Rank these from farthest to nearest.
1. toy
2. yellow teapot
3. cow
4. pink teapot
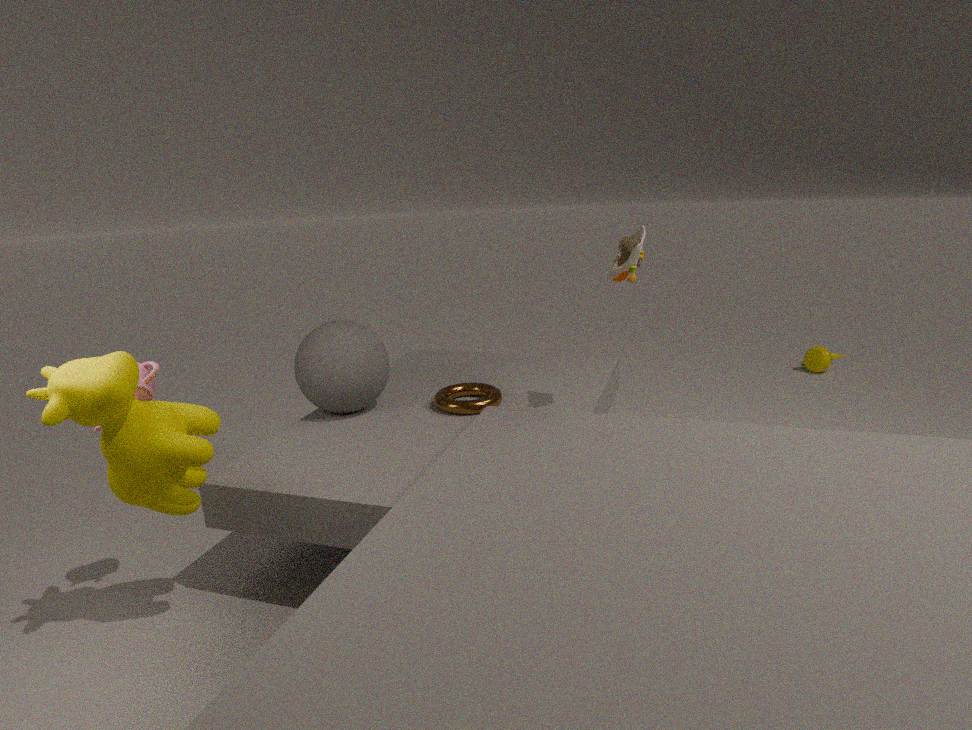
yellow teapot
toy
pink teapot
cow
